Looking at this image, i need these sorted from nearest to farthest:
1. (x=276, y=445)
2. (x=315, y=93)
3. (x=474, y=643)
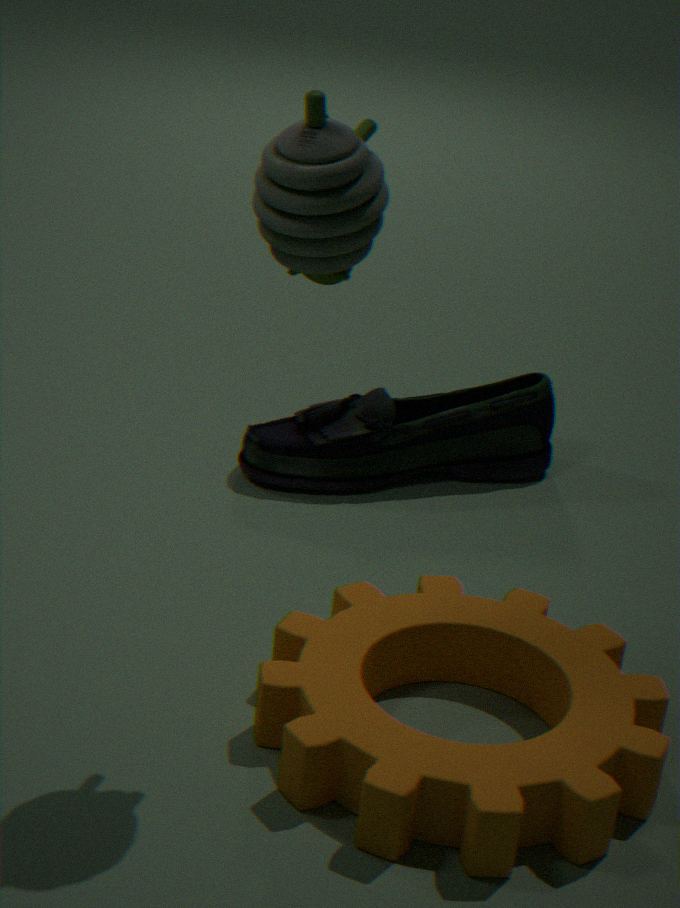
(x=315, y=93) < (x=474, y=643) < (x=276, y=445)
